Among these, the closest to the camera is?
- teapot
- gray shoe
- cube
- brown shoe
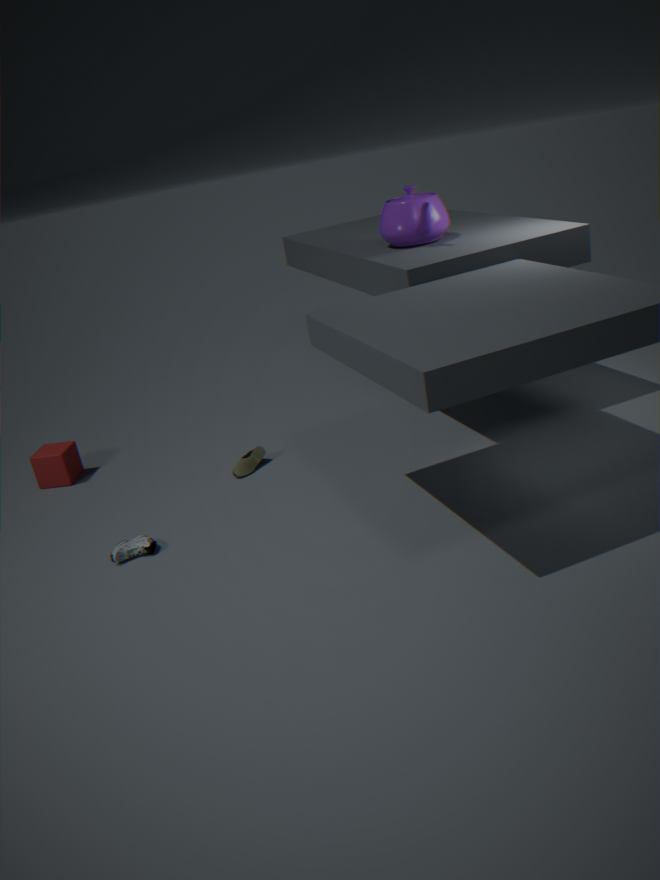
gray shoe
